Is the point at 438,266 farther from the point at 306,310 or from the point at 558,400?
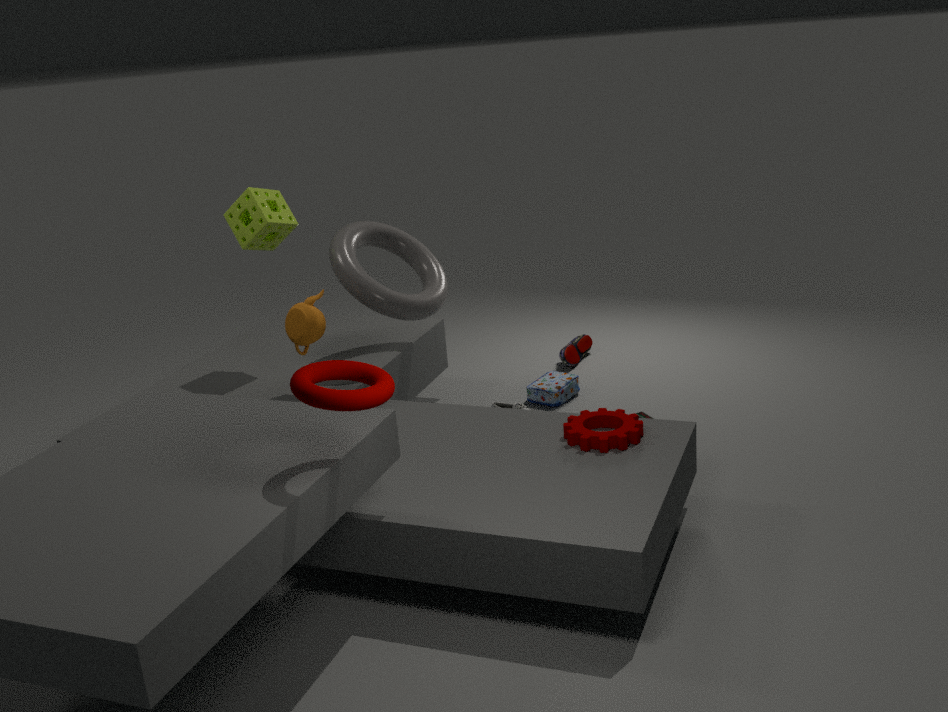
the point at 558,400
